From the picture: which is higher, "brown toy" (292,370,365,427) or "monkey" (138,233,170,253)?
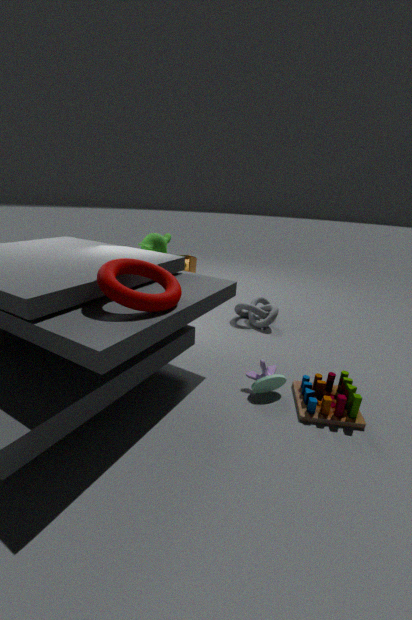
"monkey" (138,233,170,253)
